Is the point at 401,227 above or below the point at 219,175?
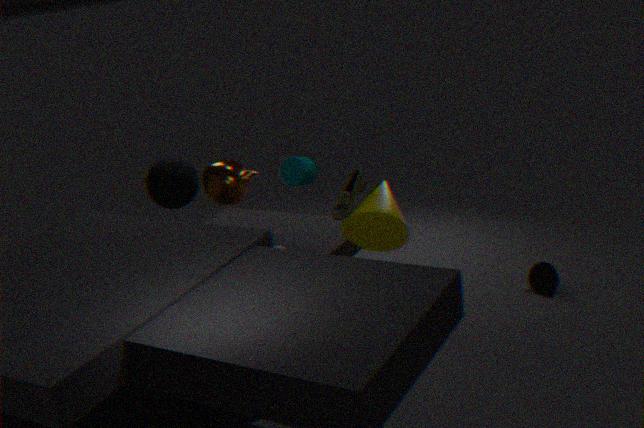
below
